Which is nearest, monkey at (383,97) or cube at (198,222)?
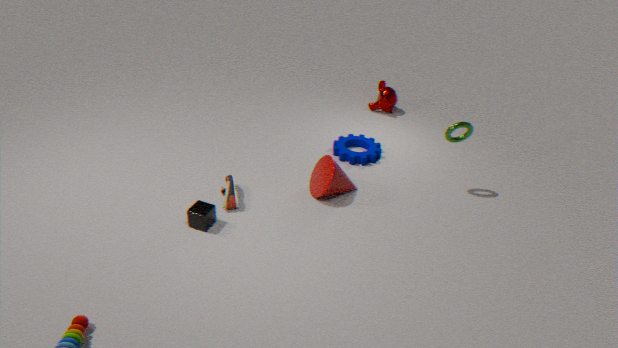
cube at (198,222)
